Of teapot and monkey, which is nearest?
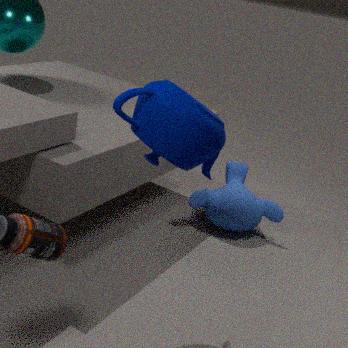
teapot
